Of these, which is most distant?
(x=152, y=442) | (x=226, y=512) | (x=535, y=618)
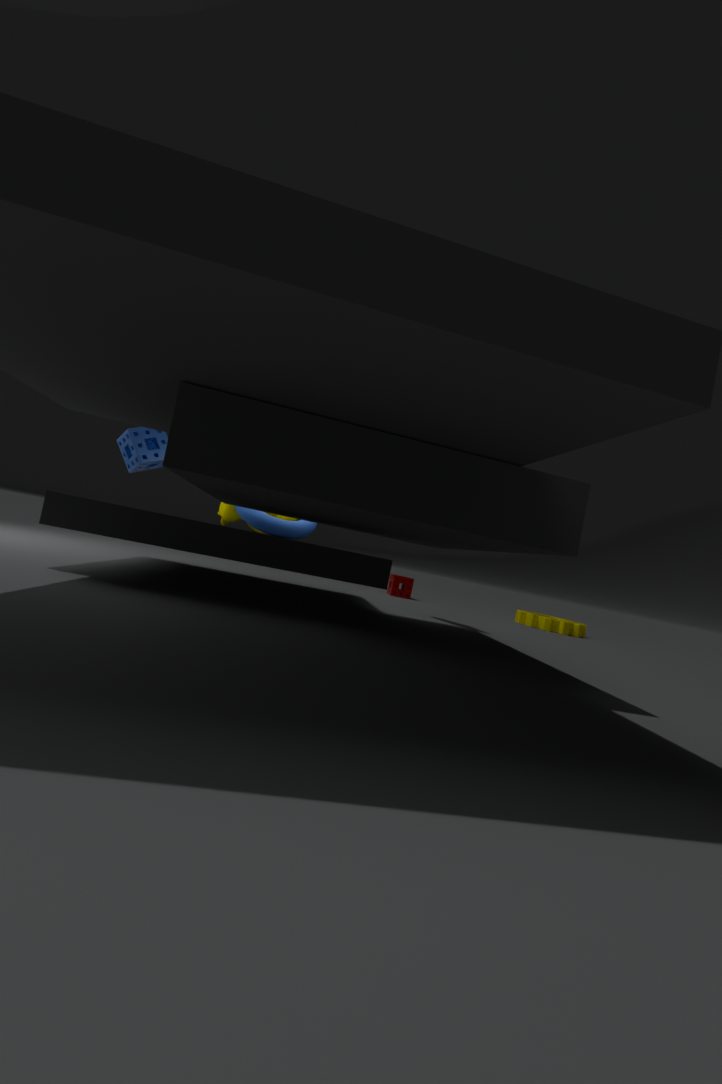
(x=535, y=618)
